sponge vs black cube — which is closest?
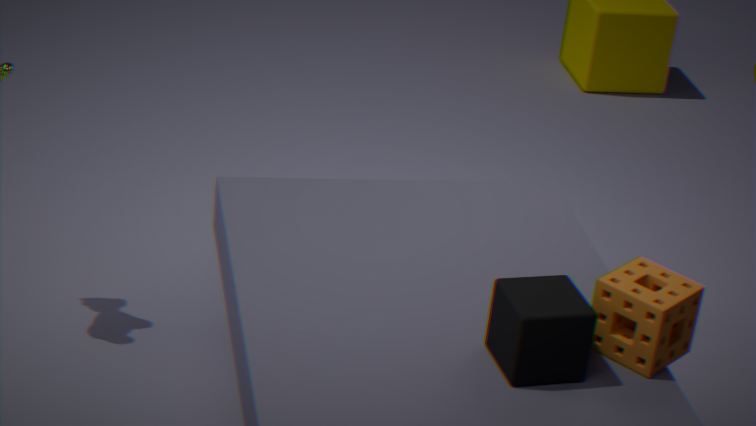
black cube
